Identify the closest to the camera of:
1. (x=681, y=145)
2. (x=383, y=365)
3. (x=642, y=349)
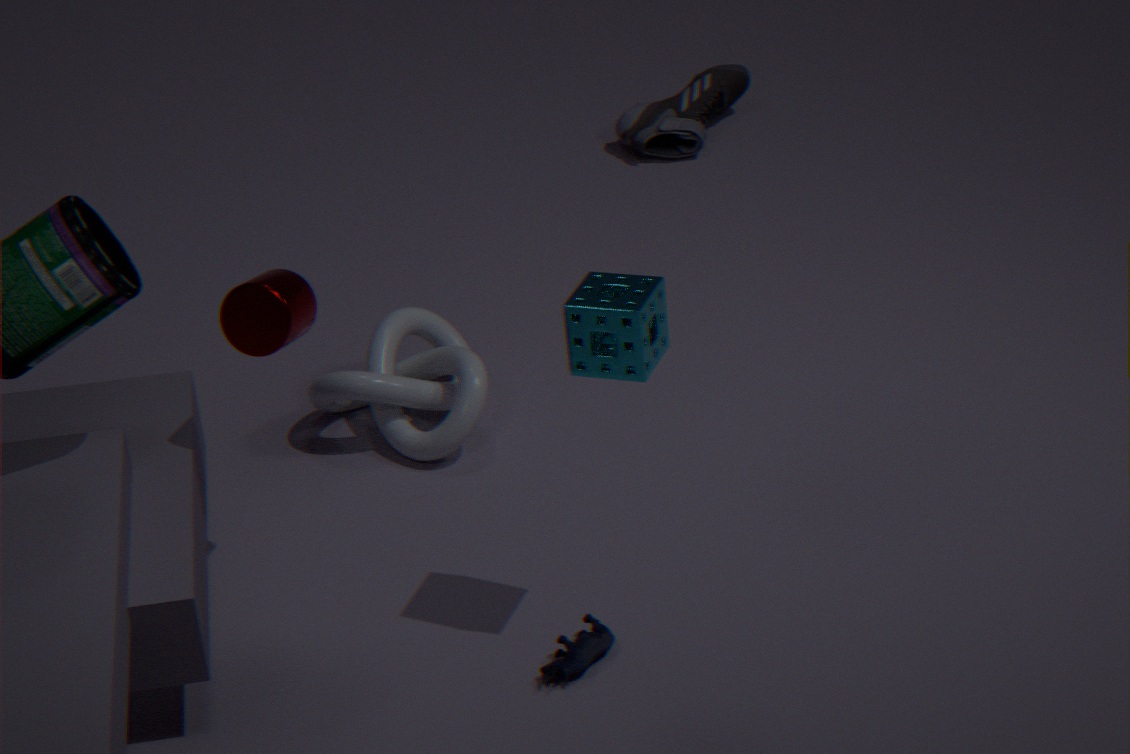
(x=642, y=349)
